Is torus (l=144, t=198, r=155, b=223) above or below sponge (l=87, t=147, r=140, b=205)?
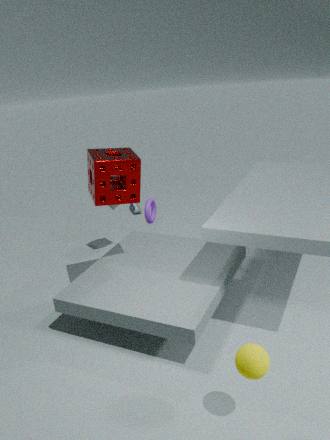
below
